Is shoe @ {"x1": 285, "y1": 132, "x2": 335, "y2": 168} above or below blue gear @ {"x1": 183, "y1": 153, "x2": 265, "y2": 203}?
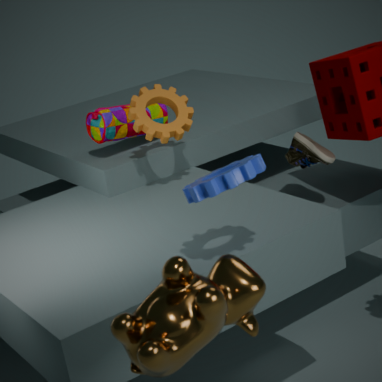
below
